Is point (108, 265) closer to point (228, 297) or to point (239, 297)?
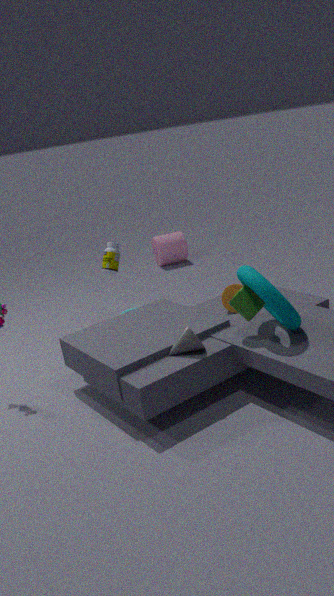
point (228, 297)
